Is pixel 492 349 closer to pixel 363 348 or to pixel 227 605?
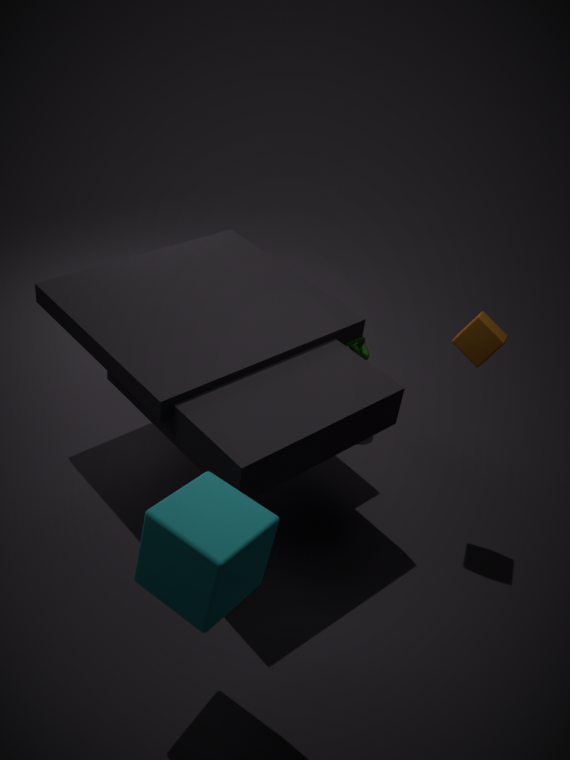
pixel 363 348
